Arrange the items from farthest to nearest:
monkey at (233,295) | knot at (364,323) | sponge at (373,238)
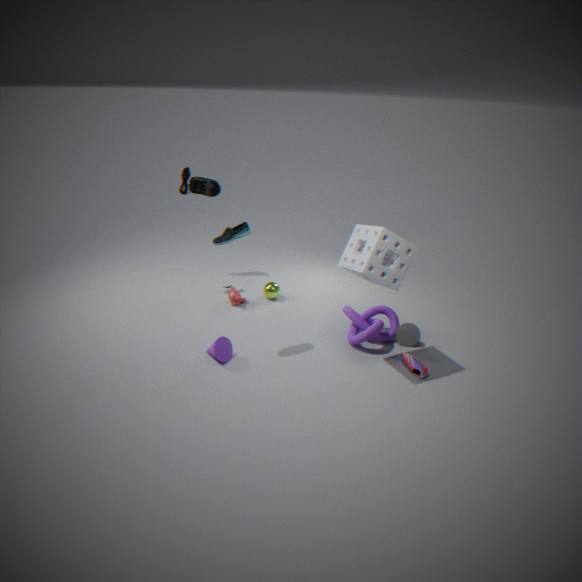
monkey at (233,295) < knot at (364,323) < sponge at (373,238)
